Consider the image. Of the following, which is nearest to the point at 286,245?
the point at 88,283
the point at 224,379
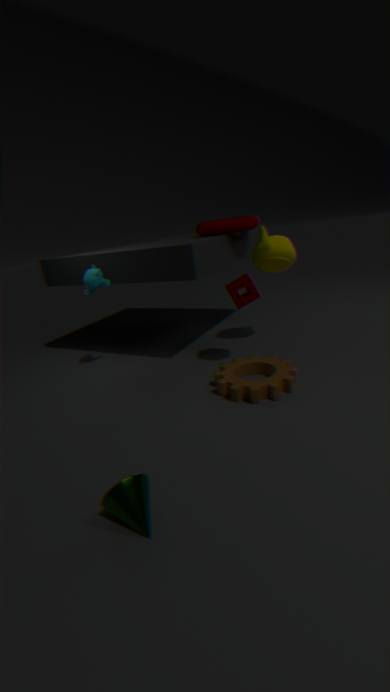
the point at 224,379
